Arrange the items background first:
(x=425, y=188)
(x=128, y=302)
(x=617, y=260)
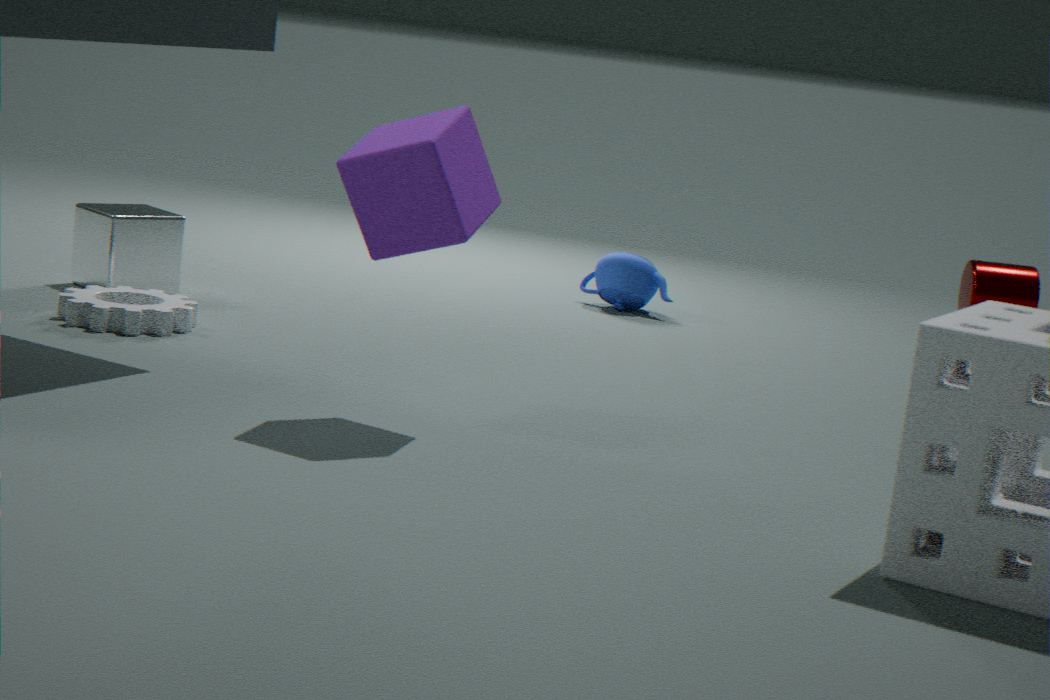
(x=617, y=260) < (x=128, y=302) < (x=425, y=188)
